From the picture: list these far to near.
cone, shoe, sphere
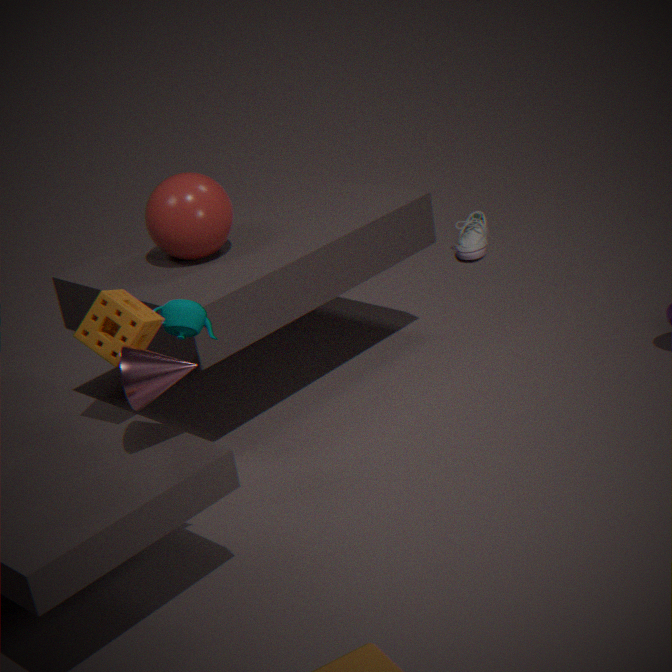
shoe < sphere < cone
